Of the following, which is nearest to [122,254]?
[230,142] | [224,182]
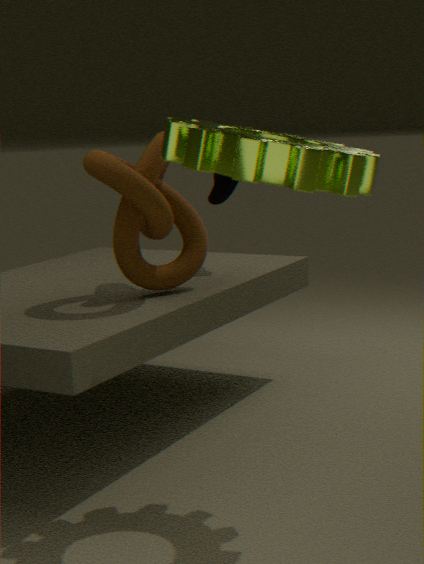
[224,182]
